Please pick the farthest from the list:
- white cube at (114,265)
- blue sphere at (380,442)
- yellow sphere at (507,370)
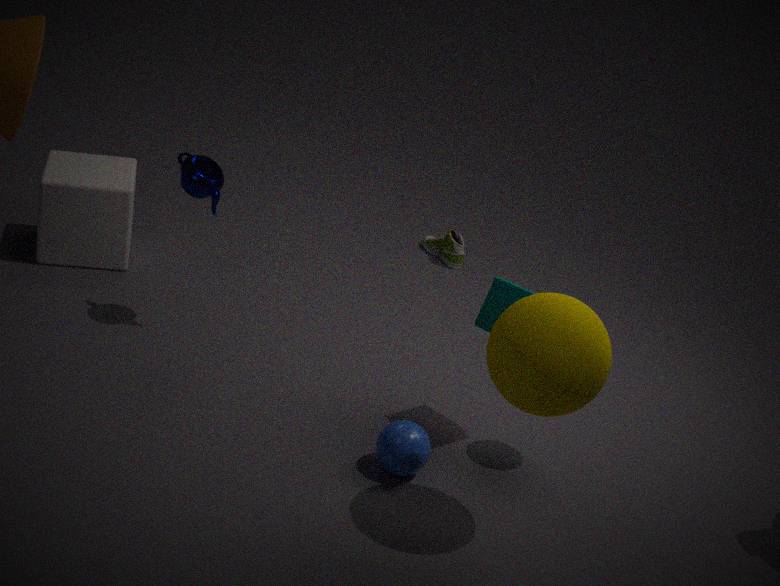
white cube at (114,265)
